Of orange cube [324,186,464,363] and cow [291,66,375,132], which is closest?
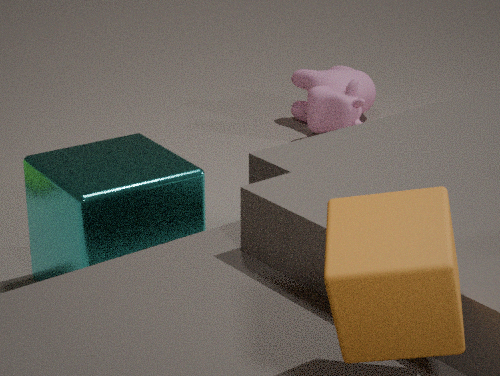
orange cube [324,186,464,363]
